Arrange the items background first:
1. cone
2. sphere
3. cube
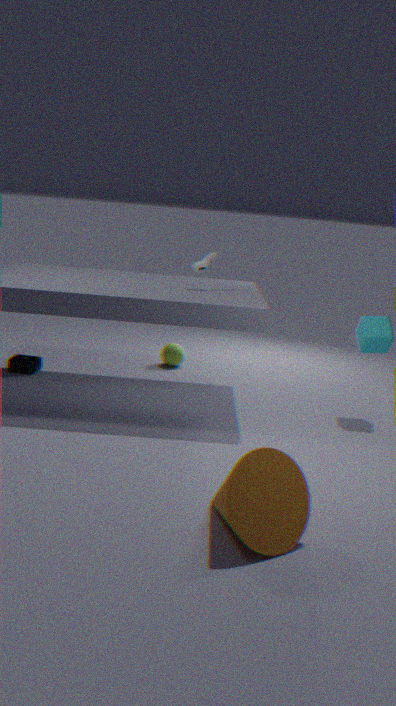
sphere
cube
cone
